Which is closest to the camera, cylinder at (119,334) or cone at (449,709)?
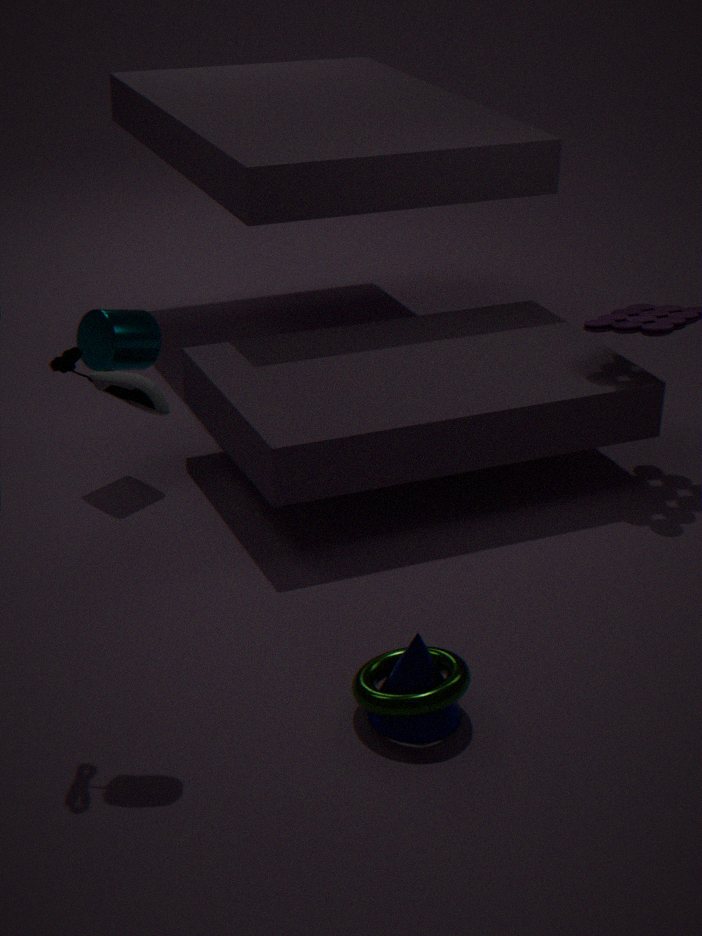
cone at (449,709)
